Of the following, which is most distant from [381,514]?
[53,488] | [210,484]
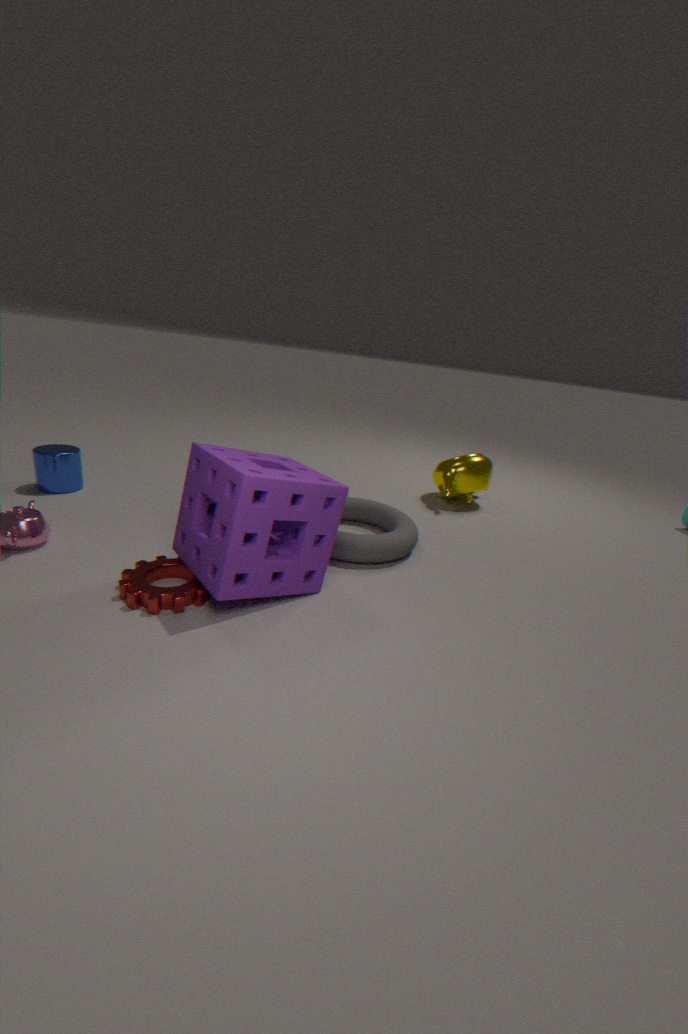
[53,488]
